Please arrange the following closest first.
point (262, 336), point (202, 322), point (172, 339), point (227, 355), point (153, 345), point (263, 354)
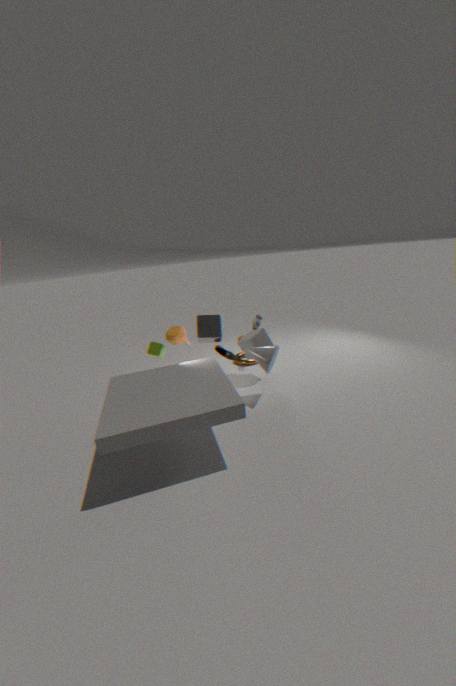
point (153, 345) < point (263, 354) < point (202, 322) < point (172, 339) < point (262, 336) < point (227, 355)
